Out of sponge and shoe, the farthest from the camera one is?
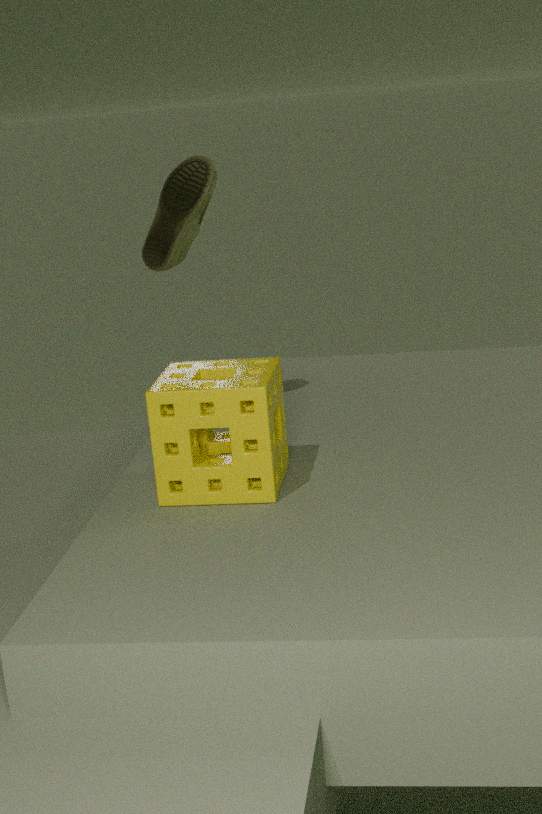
shoe
